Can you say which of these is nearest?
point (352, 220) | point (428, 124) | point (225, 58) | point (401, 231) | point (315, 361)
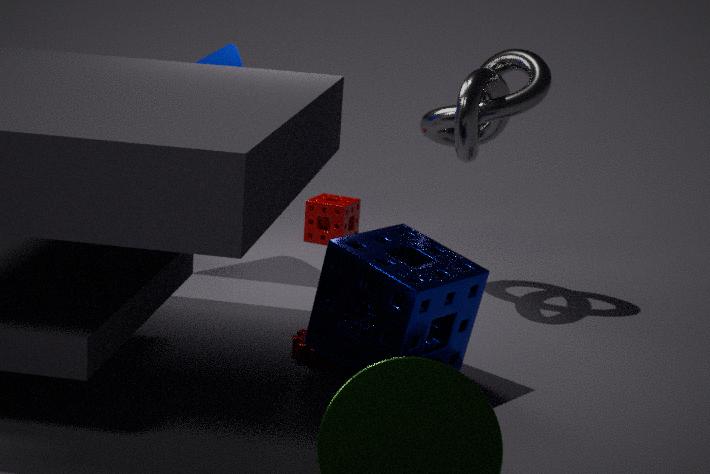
point (315, 361)
